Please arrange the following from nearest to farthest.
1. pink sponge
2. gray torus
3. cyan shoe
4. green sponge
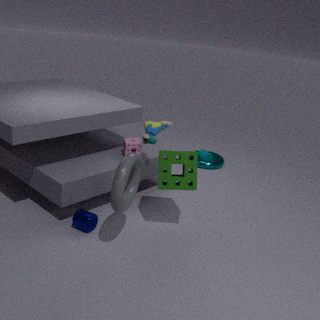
1. gray torus
2. green sponge
3. pink sponge
4. cyan shoe
